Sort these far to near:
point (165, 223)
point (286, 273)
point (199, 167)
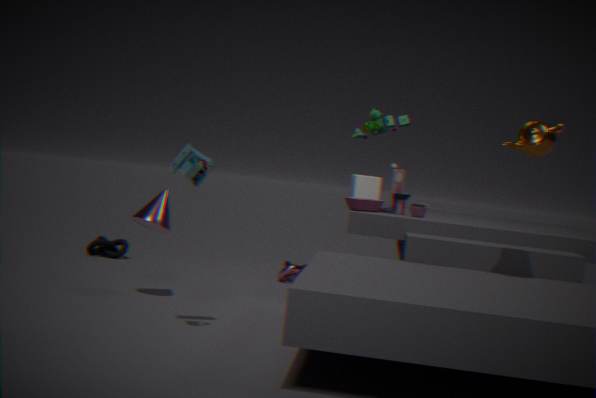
point (286, 273) < point (165, 223) < point (199, 167)
